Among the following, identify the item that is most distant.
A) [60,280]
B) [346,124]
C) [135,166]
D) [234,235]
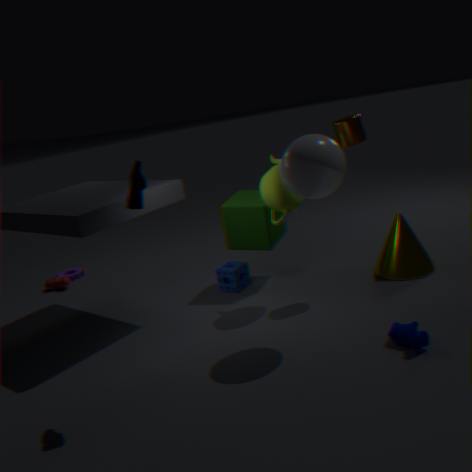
[60,280]
